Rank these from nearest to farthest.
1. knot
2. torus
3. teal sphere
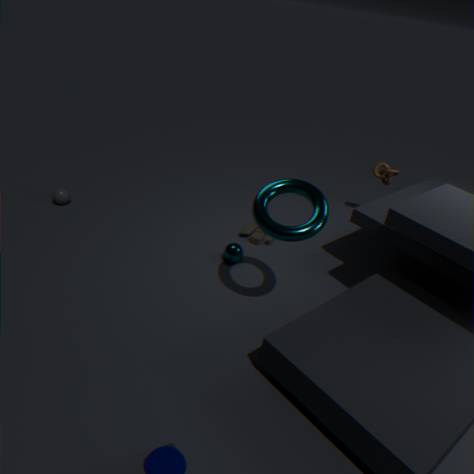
torus
teal sphere
knot
